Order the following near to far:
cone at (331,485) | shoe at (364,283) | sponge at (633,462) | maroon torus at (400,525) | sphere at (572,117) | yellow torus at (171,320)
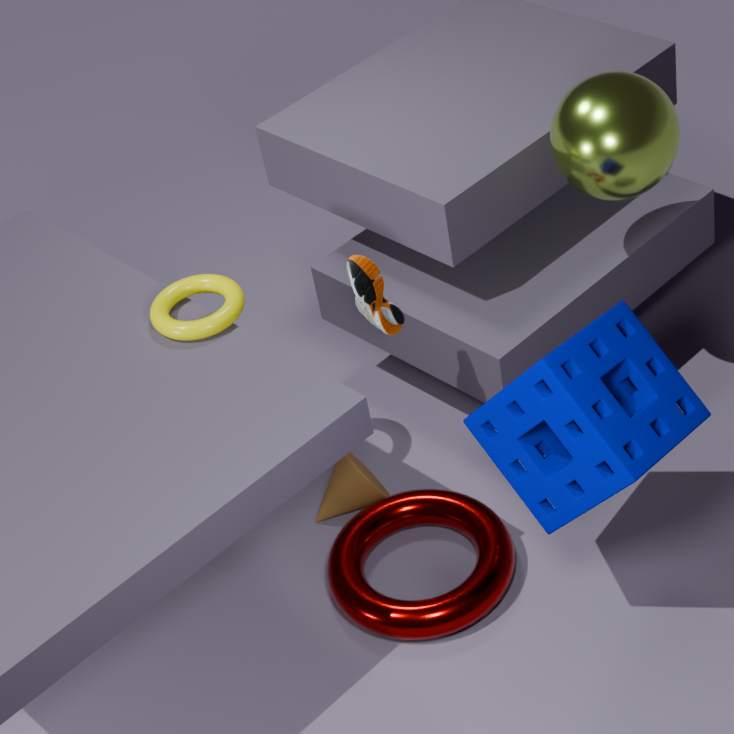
1. sponge at (633,462)
2. shoe at (364,283)
3. sphere at (572,117)
4. maroon torus at (400,525)
5. yellow torus at (171,320)
6. cone at (331,485)
